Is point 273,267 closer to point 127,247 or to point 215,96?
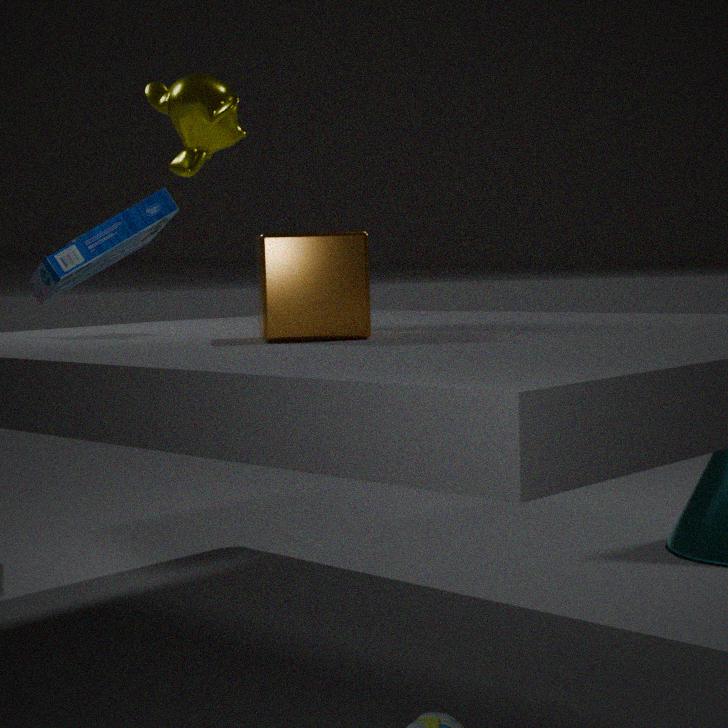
point 215,96
